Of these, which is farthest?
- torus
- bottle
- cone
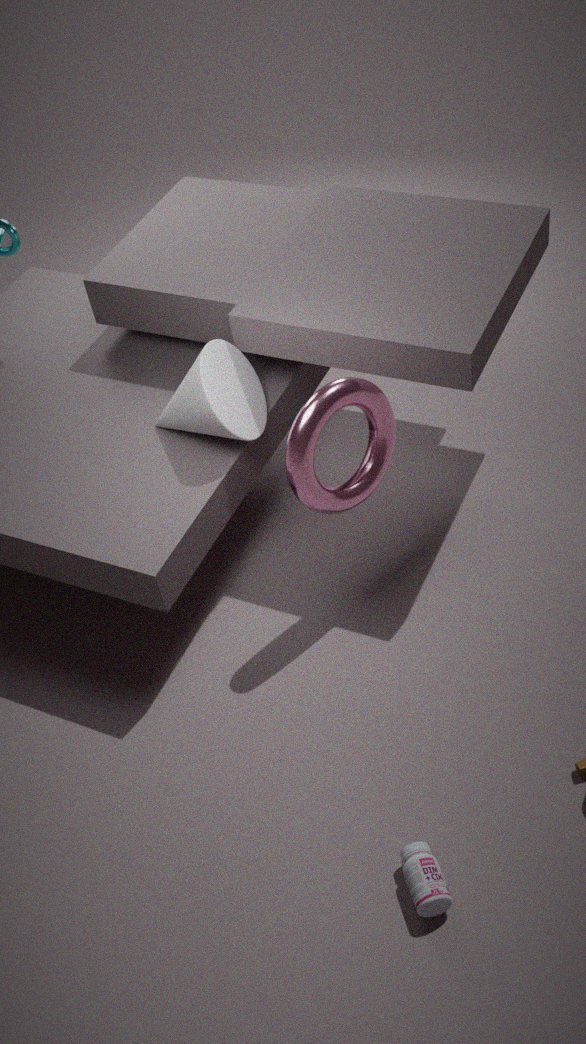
cone
